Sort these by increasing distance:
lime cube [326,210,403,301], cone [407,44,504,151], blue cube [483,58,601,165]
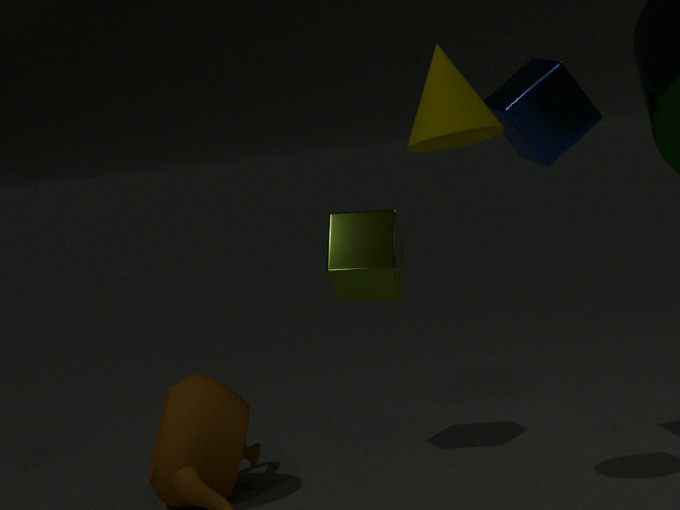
cone [407,44,504,151], blue cube [483,58,601,165], lime cube [326,210,403,301]
